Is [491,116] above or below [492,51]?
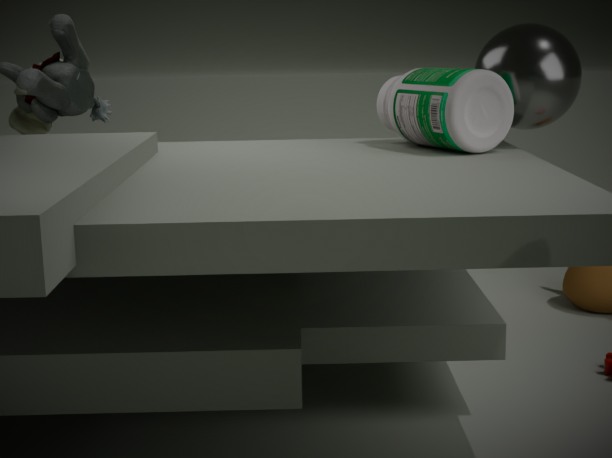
below
